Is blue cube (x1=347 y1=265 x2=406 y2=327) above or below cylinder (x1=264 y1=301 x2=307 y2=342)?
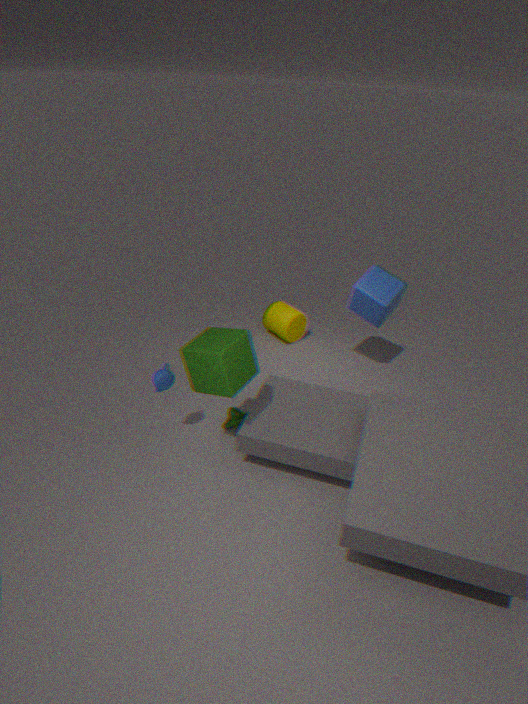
above
